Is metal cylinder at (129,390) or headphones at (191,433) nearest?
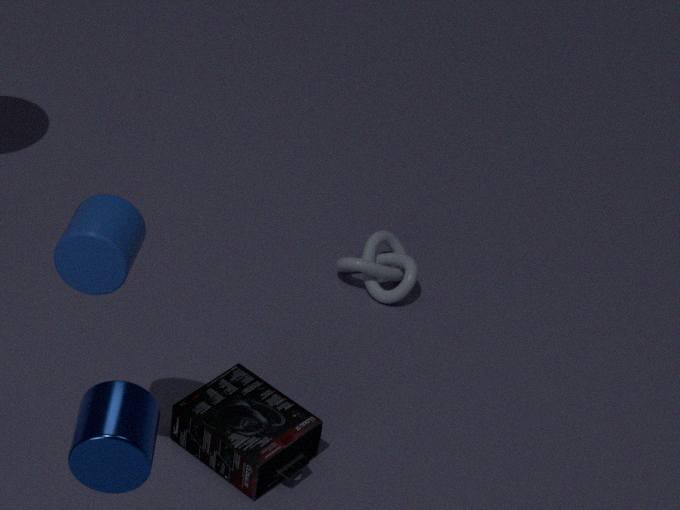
metal cylinder at (129,390)
